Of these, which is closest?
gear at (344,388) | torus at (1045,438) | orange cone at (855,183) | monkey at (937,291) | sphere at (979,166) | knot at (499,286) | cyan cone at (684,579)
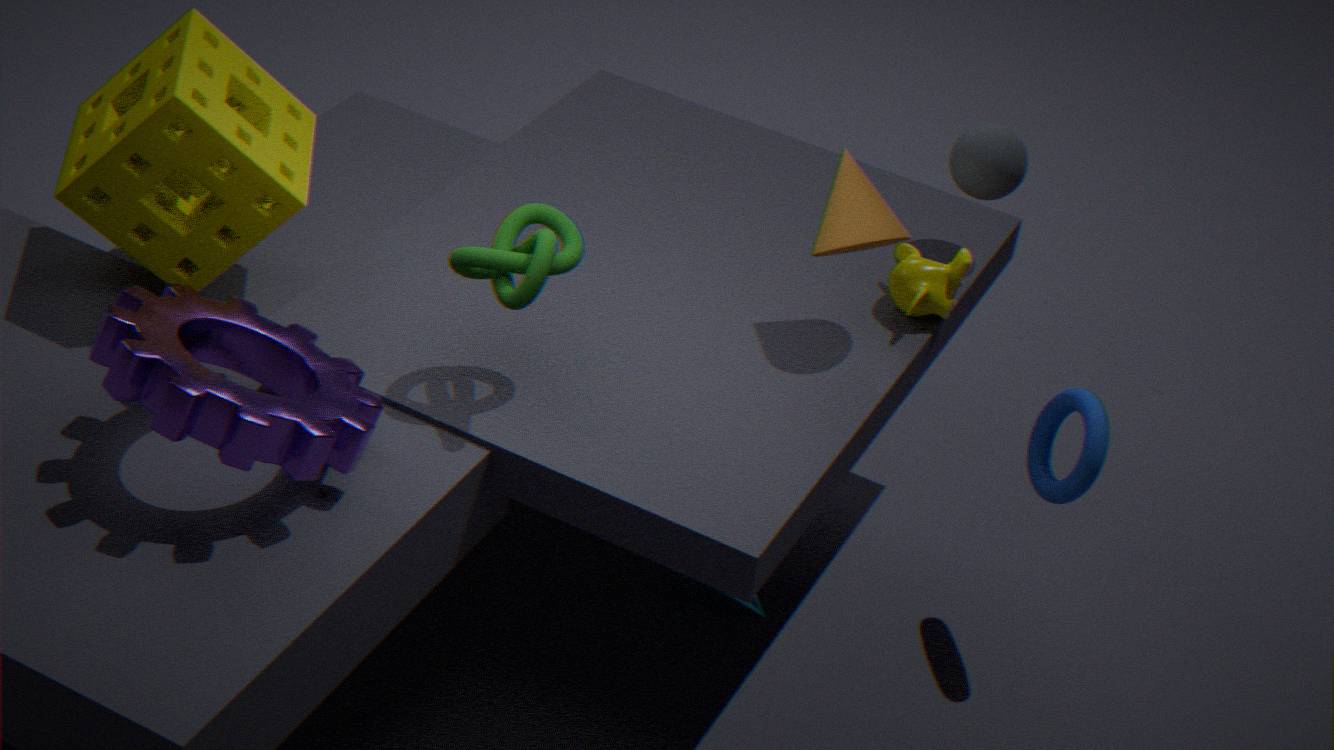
gear at (344,388)
